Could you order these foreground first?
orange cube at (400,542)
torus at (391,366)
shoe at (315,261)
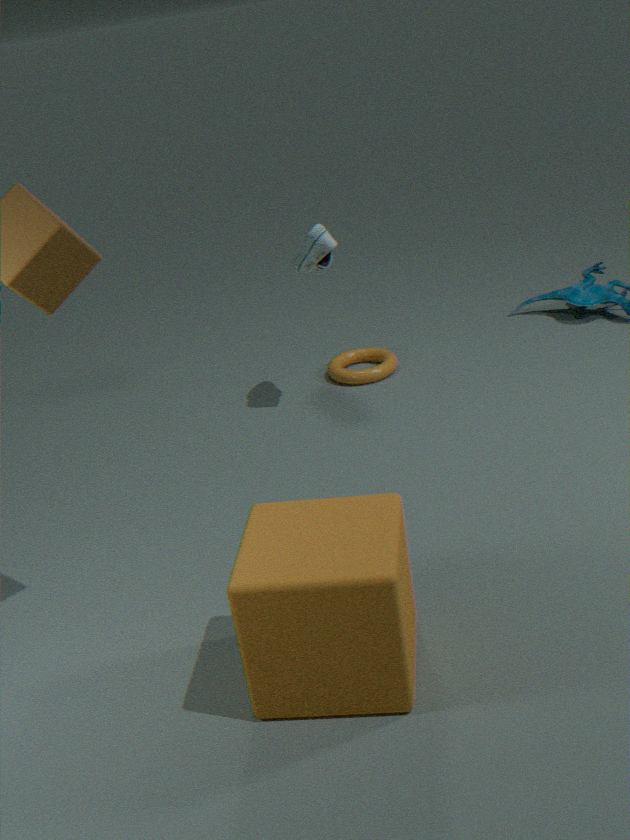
orange cube at (400,542) → shoe at (315,261) → torus at (391,366)
